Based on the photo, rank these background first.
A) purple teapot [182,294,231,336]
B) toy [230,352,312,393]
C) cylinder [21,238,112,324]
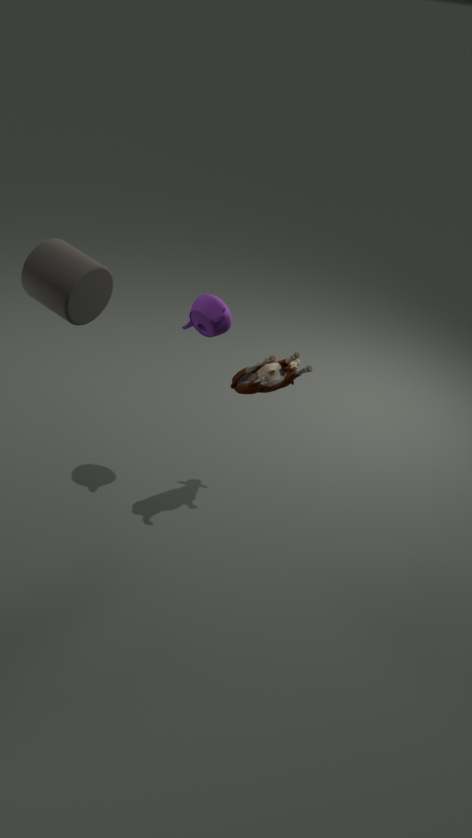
purple teapot [182,294,231,336]
toy [230,352,312,393]
cylinder [21,238,112,324]
